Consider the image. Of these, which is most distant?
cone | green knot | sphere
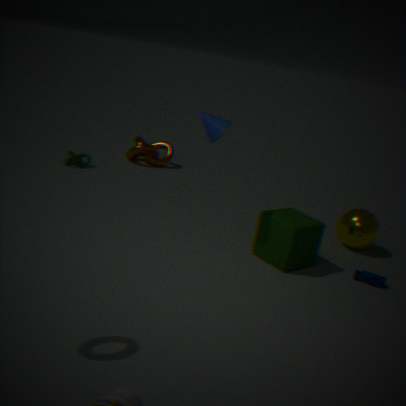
green knot
